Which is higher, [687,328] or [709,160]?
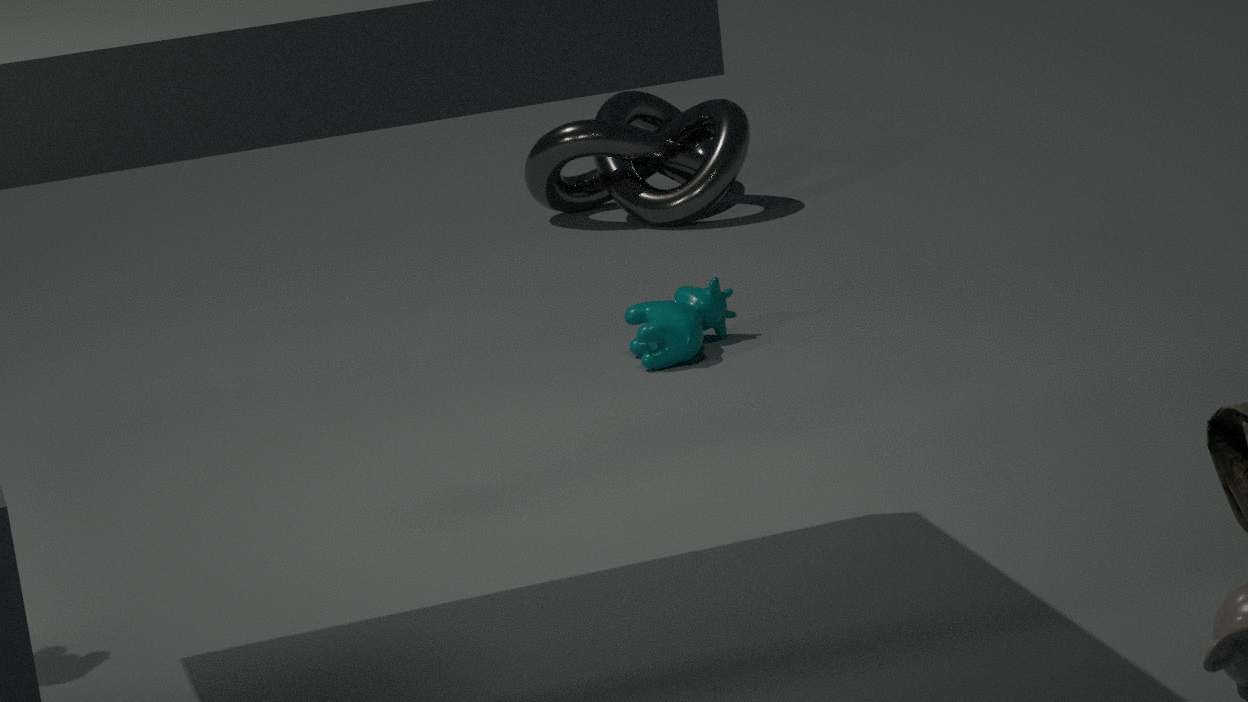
[709,160]
